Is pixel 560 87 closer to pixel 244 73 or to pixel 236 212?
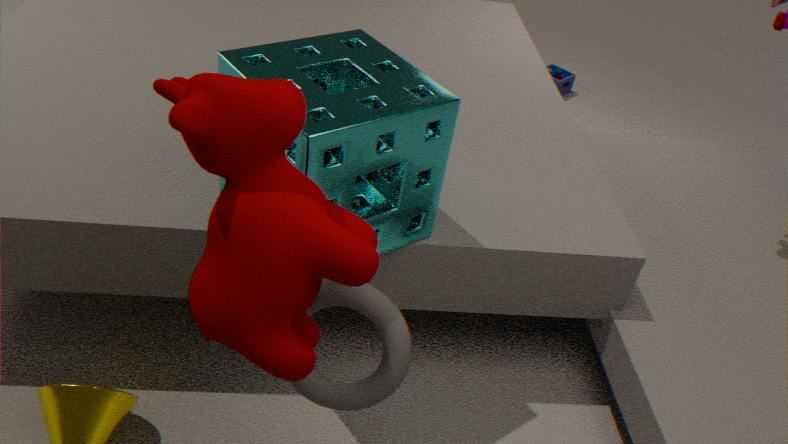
pixel 244 73
